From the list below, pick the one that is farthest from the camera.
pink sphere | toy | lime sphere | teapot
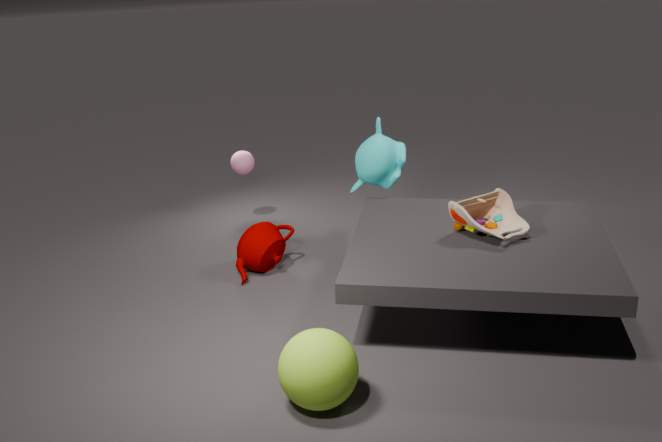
pink sphere
